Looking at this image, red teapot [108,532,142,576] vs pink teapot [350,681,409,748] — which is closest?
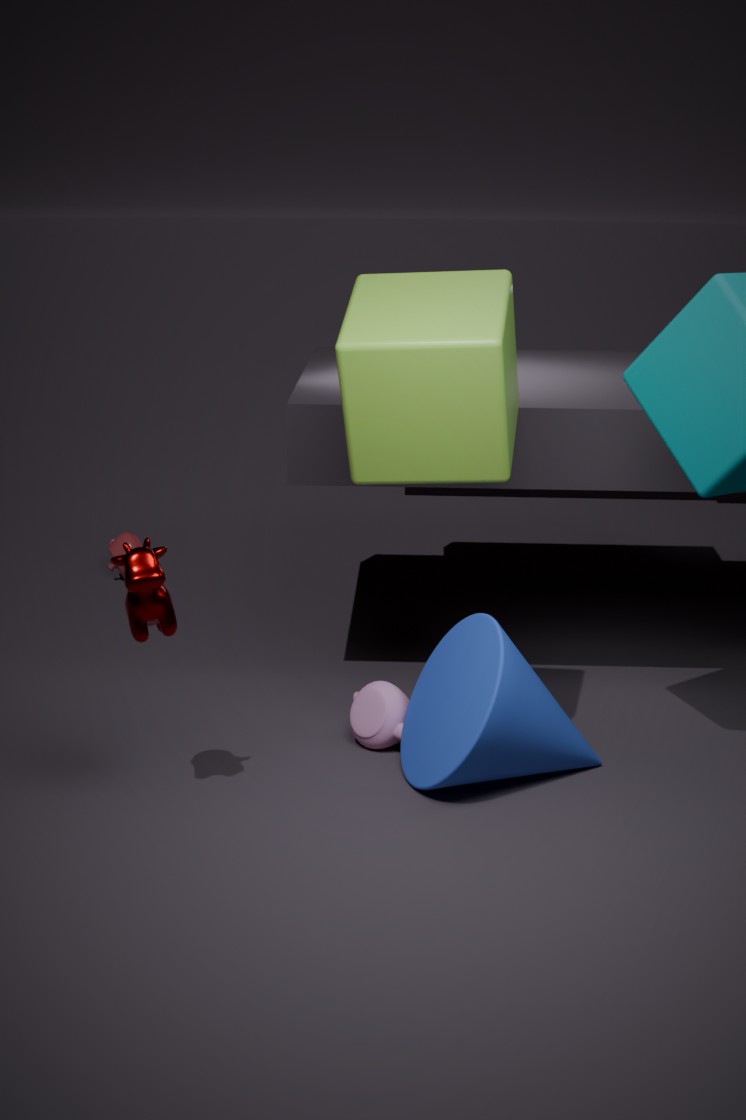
pink teapot [350,681,409,748]
